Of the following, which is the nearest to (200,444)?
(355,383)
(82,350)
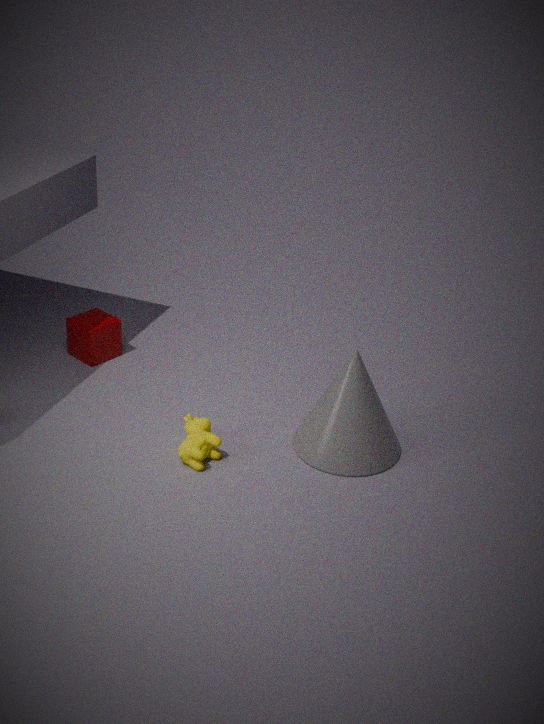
(355,383)
